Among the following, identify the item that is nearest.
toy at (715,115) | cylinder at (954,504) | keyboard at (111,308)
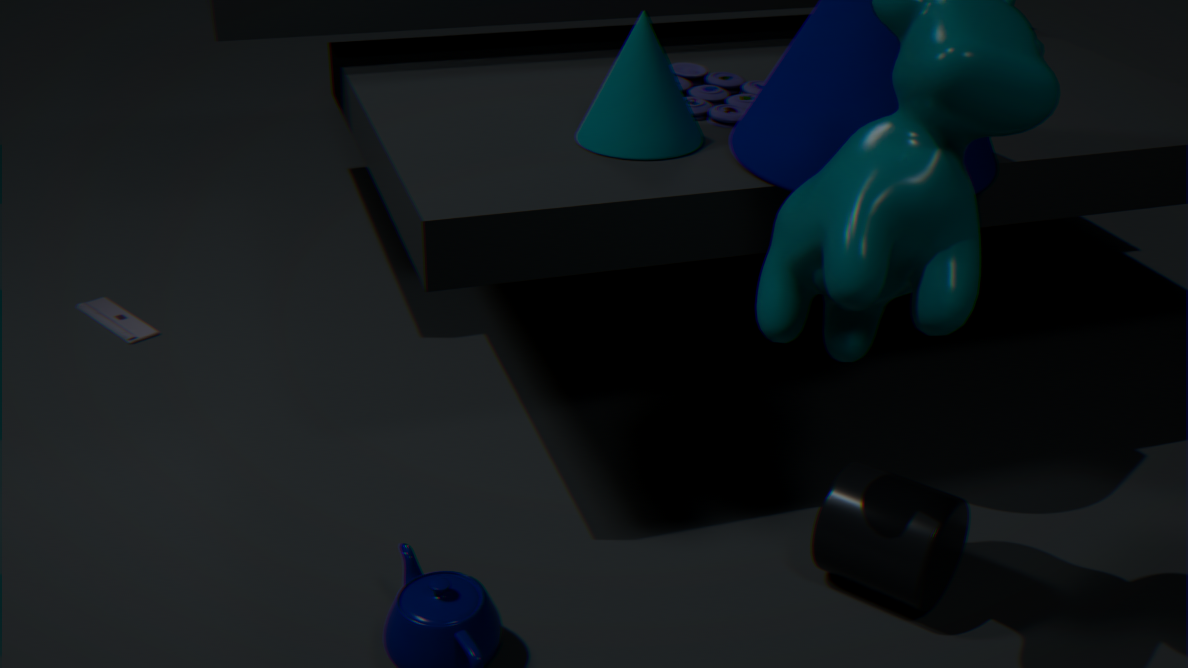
cylinder at (954,504)
